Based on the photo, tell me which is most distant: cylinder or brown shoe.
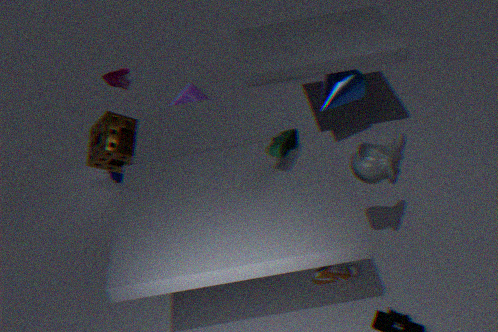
cylinder
